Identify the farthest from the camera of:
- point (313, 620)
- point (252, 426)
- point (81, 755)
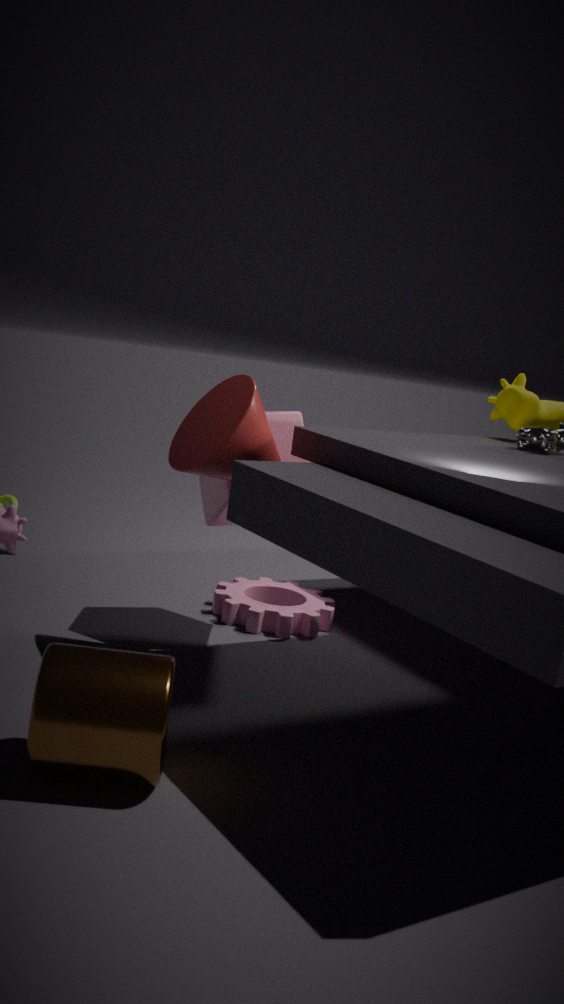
point (313, 620)
